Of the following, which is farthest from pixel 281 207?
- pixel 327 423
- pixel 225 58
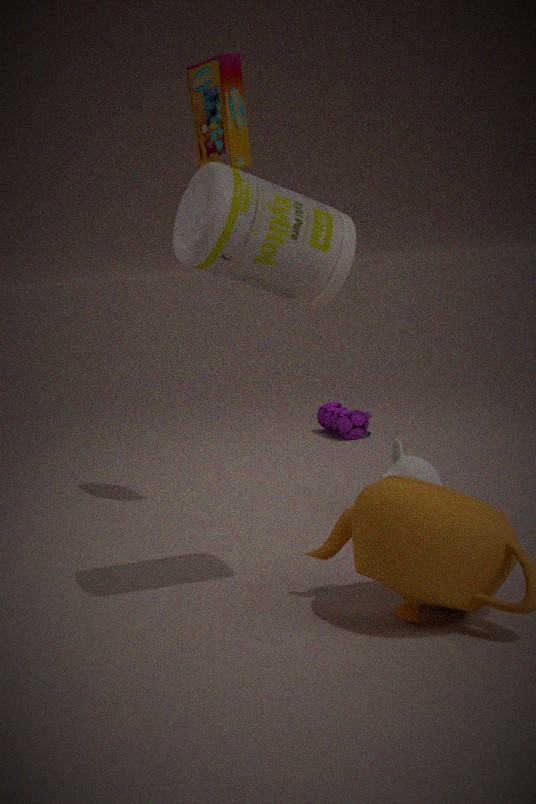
pixel 327 423
